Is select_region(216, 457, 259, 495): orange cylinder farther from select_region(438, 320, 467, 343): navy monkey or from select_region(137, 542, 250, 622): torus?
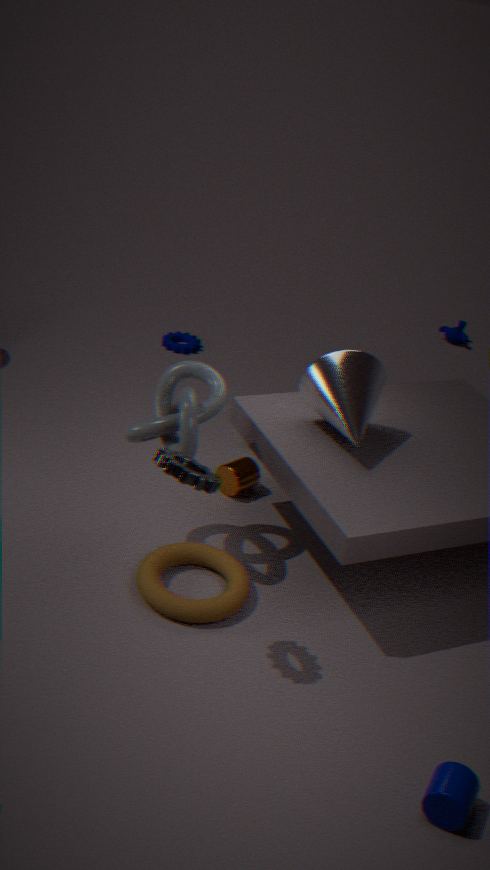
select_region(438, 320, 467, 343): navy monkey
